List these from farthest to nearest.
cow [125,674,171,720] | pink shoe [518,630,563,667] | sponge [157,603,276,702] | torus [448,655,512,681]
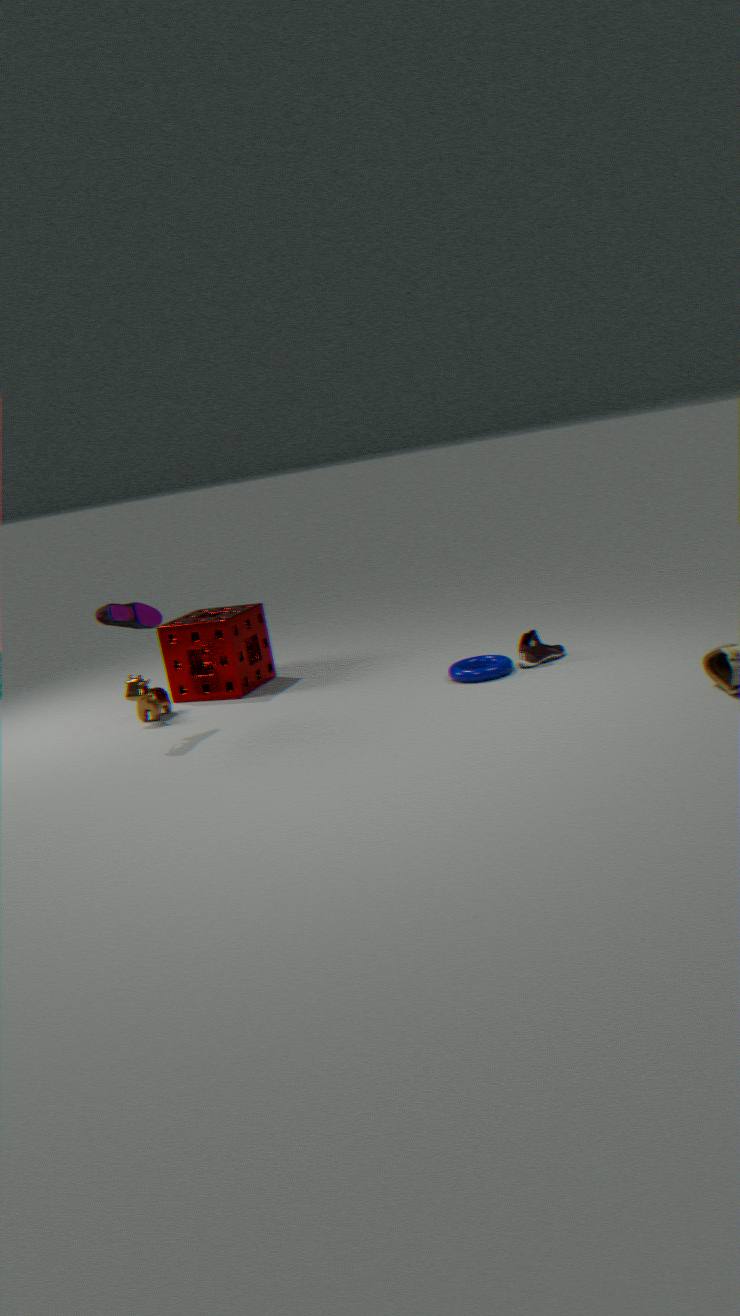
sponge [157,603,276,702] < cow [125,674,171,720] < pink shoe [518,630,563,667] < torus [448,655,512,681]
